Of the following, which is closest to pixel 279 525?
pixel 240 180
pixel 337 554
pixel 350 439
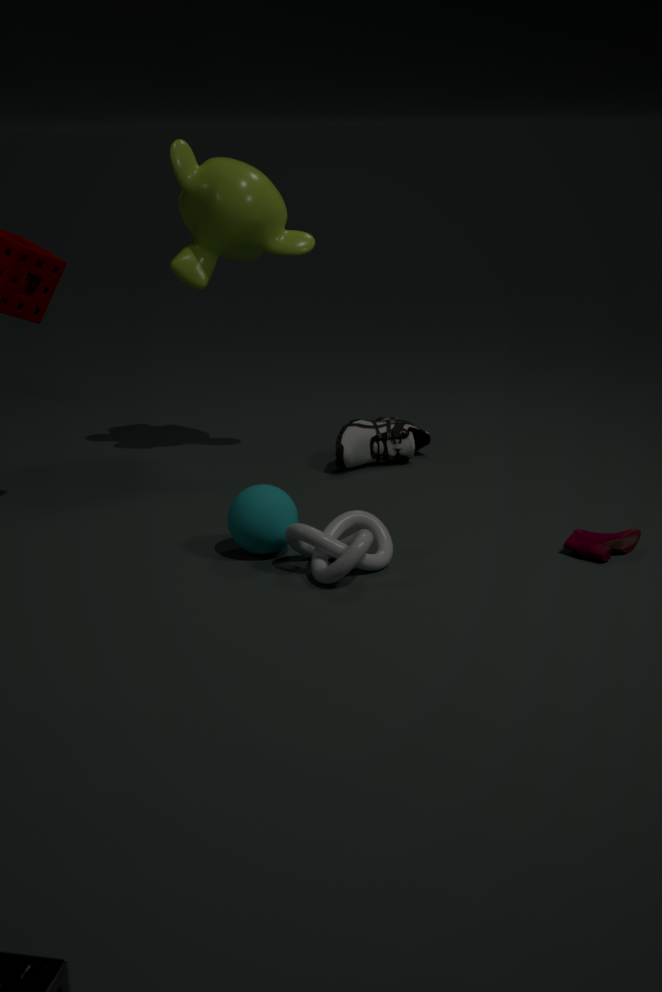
pixel 337 554
